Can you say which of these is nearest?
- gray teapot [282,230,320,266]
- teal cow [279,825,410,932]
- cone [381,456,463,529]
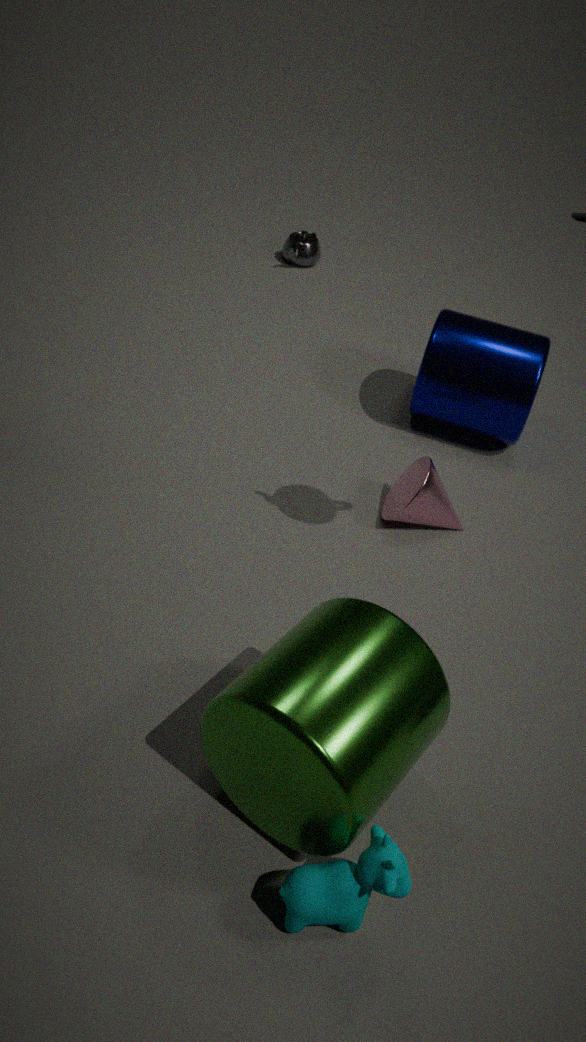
teal cow [279,825,410,932]
